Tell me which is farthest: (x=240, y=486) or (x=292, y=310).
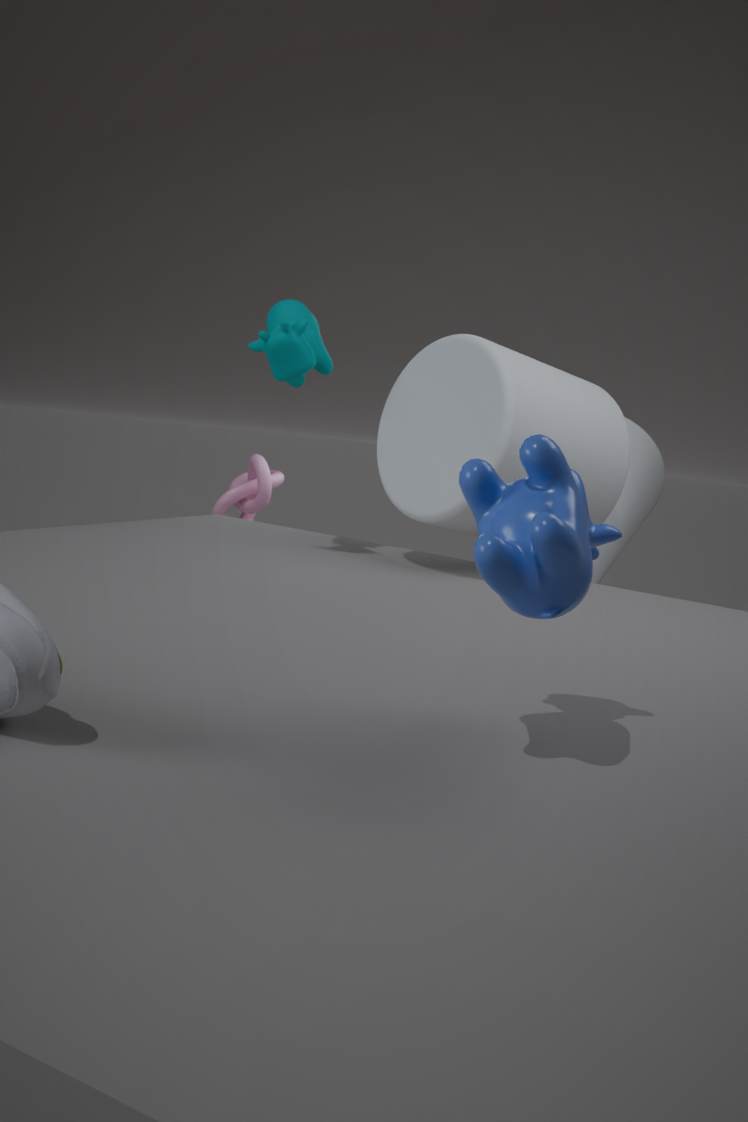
(x=240, y=486)
